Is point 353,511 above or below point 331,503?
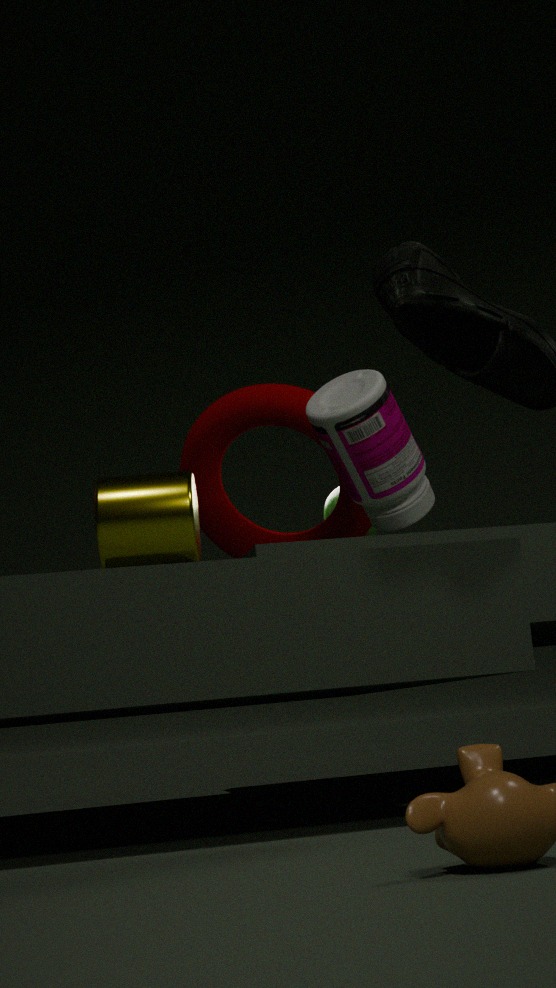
above
